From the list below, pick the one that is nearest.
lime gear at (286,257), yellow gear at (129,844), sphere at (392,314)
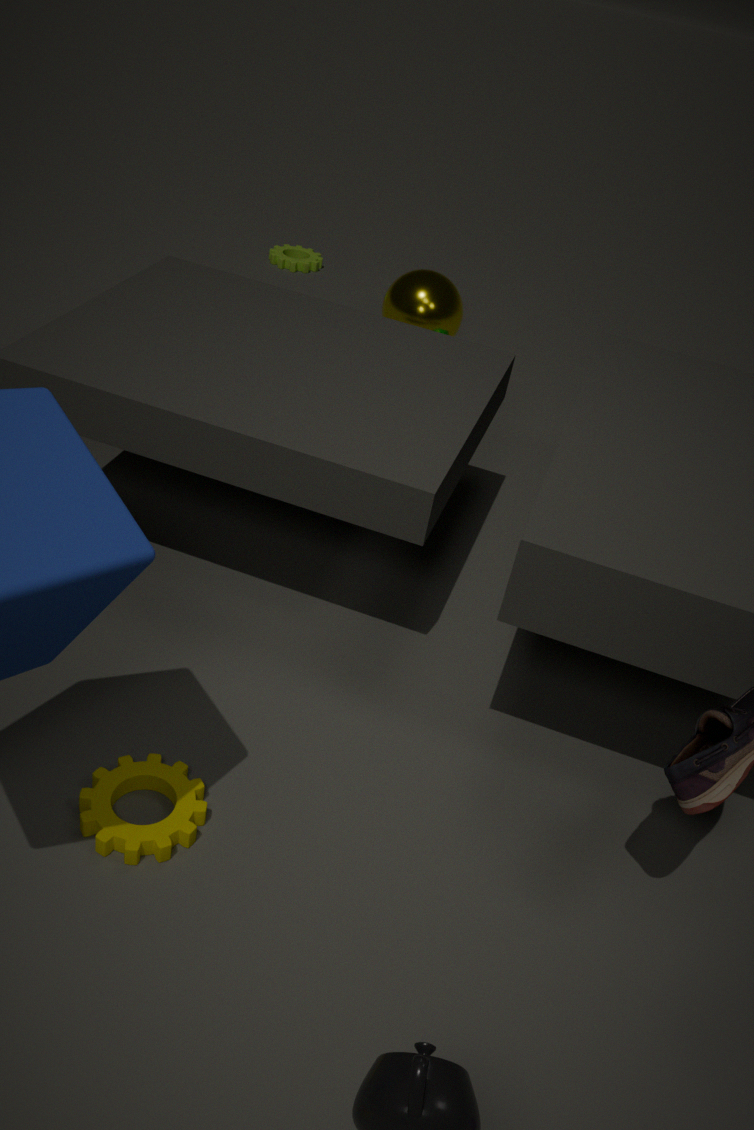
yellow gear at (129,844)
